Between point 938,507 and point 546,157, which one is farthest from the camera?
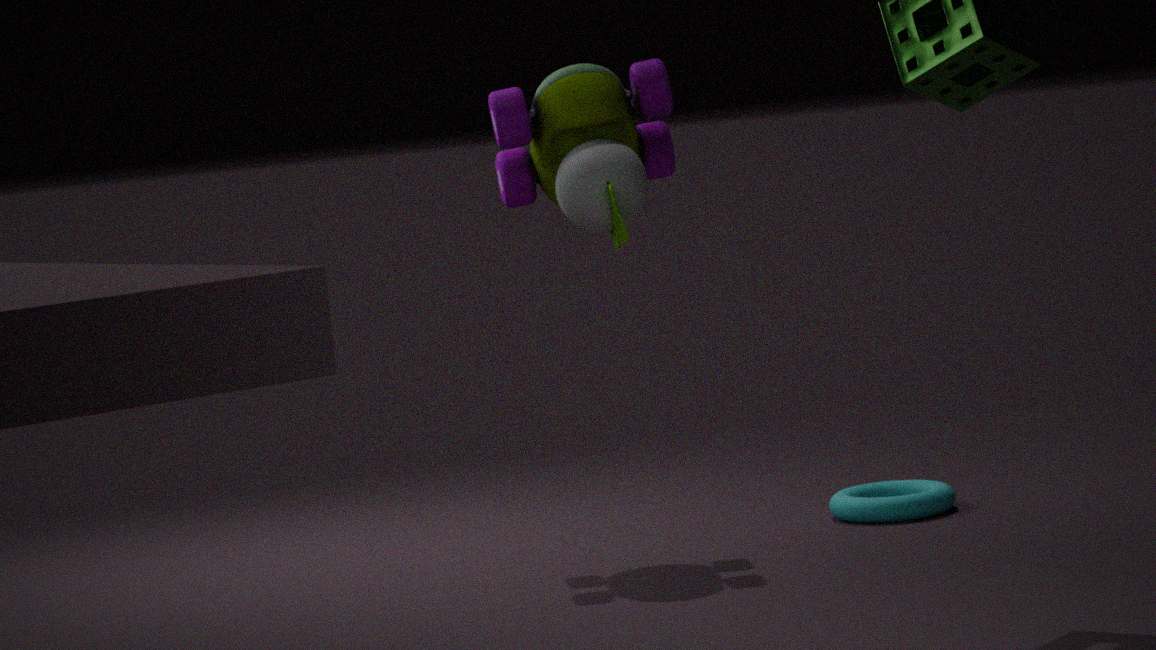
point 938,507
